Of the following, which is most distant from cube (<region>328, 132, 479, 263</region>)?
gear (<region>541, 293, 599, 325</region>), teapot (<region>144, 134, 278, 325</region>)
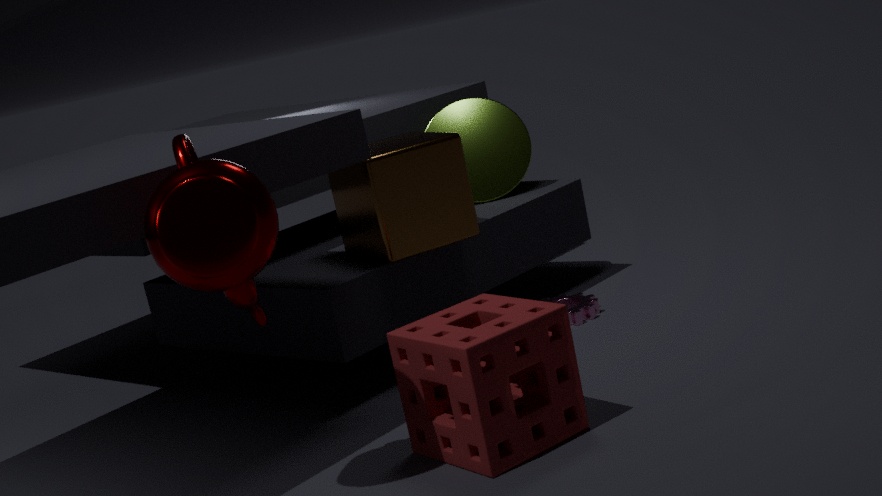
teapot (<region>144, 134, 278, 325</region>)
